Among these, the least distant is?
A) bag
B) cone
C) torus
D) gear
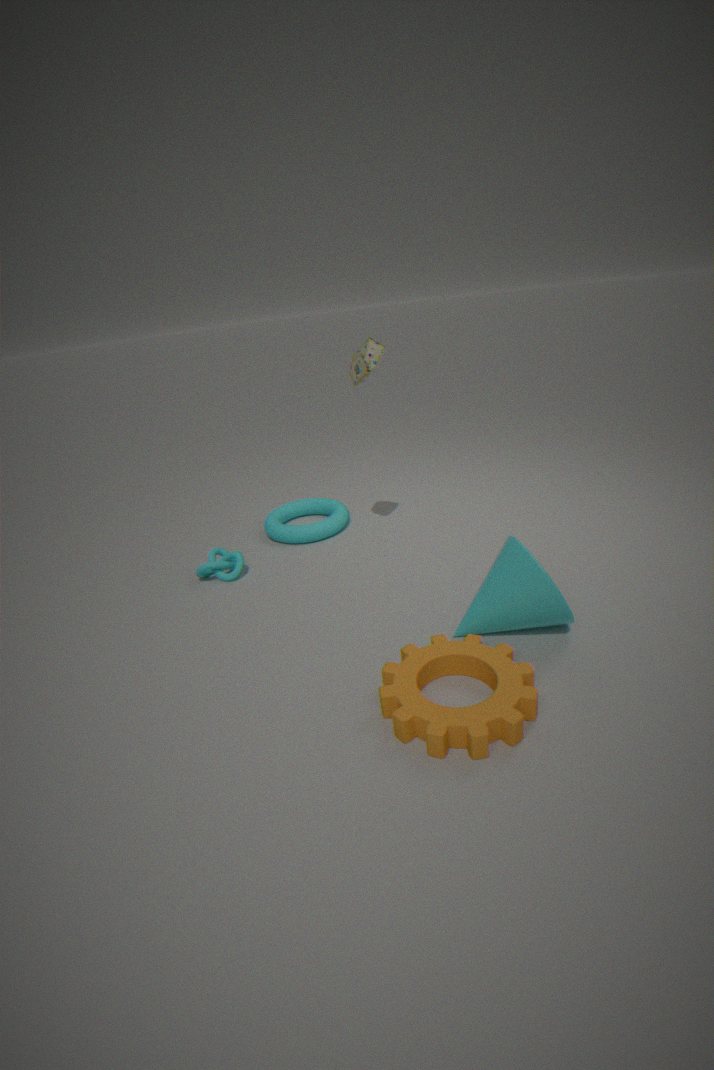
gear
